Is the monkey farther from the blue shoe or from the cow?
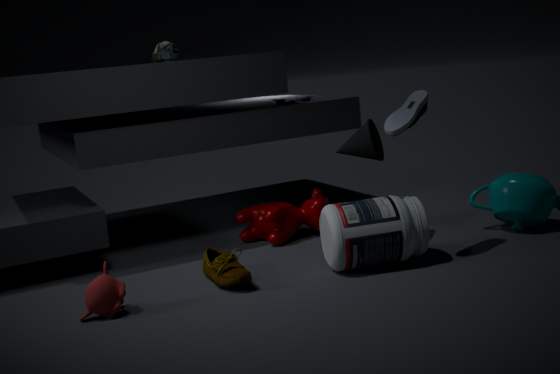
the blue shoe
